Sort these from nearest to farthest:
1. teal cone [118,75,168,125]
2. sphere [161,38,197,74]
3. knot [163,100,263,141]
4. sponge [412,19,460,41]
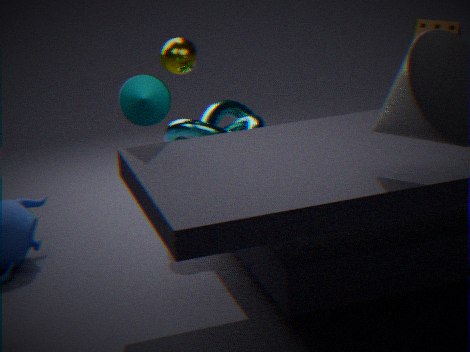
teal cone [118,75,168,125] → sponge [412,19,460,41] → knot [163,100,263,141] → sphere [161,38,197,74]
